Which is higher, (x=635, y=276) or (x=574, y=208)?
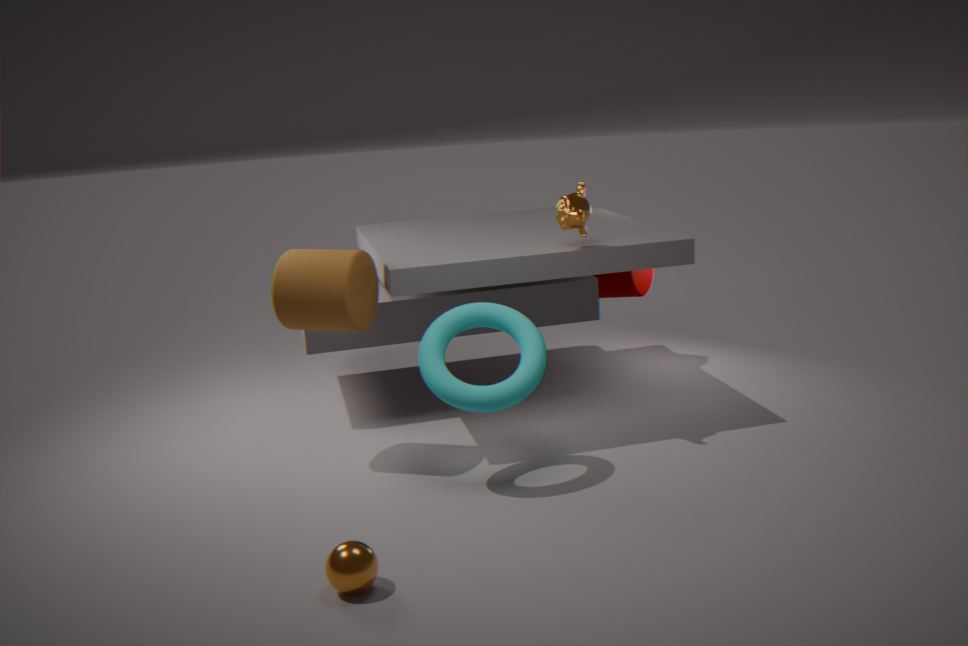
(x=574, y=208)
